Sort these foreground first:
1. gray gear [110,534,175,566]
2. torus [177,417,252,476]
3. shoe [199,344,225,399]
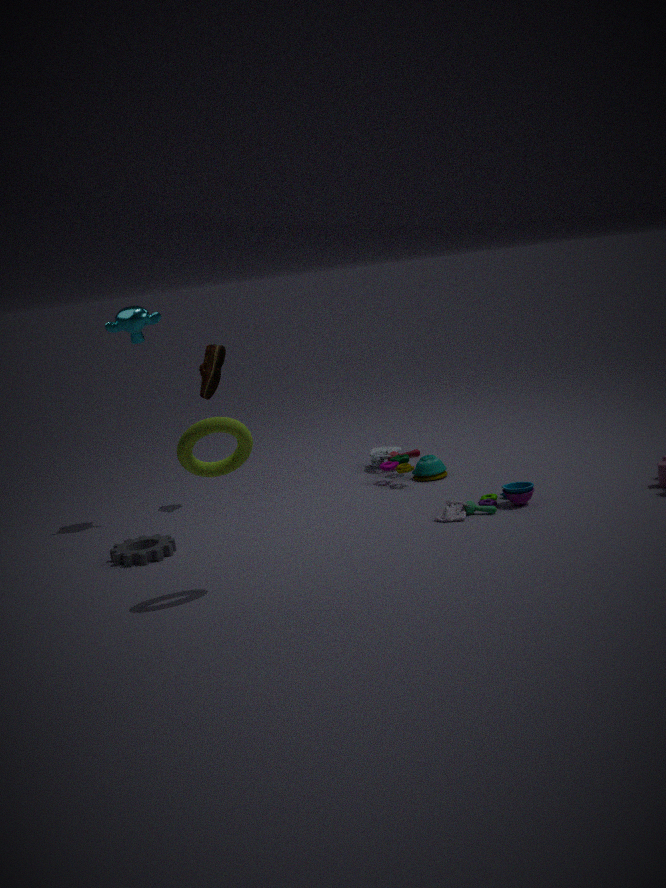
torus [177,417,252,476] < gray gear [110,534,175,566] < shoe [199,344,225,399]
